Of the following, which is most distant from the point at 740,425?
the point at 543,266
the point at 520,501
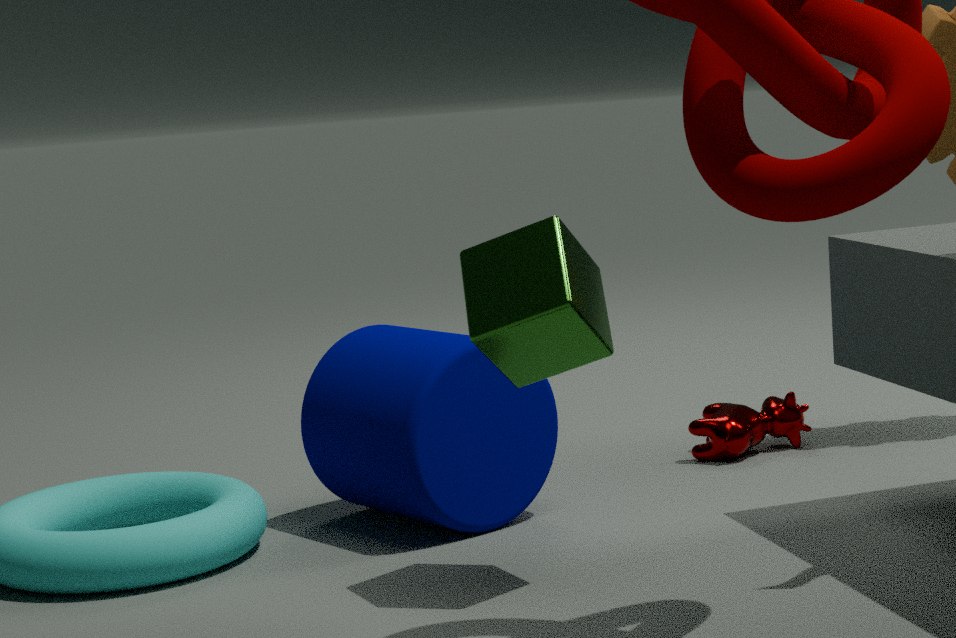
the point at 543,266
